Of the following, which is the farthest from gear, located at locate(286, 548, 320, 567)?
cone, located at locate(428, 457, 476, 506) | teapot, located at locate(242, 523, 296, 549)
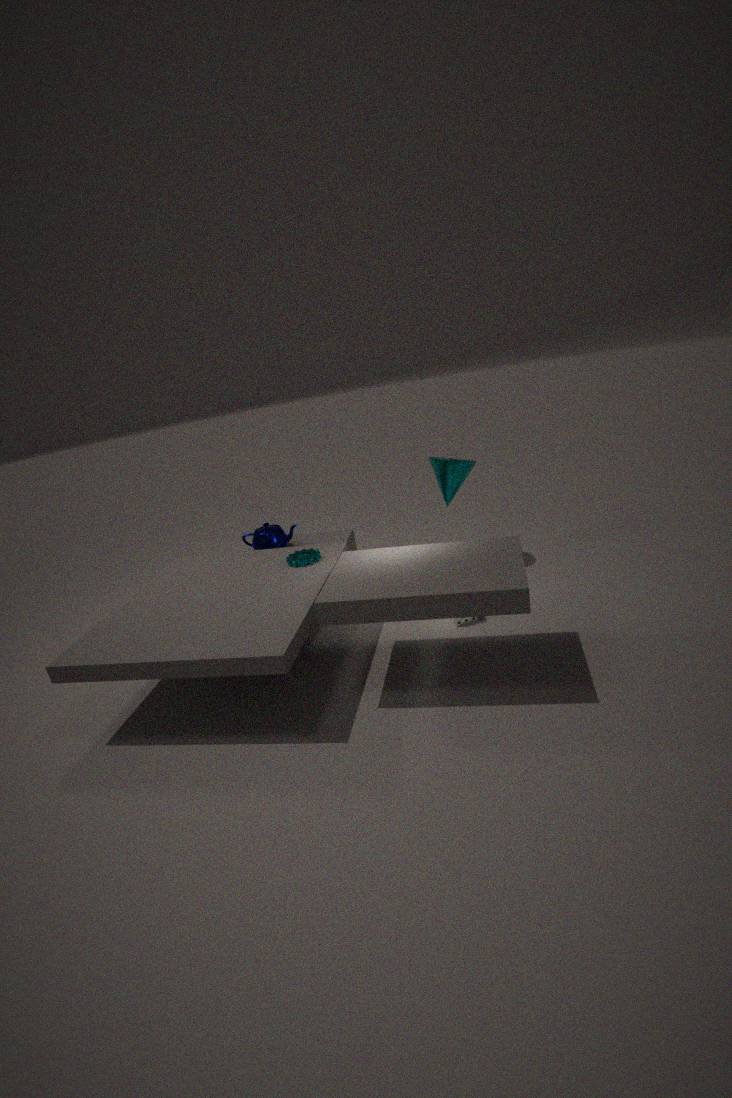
cone, located at locate(428, 457, 476, 506)
